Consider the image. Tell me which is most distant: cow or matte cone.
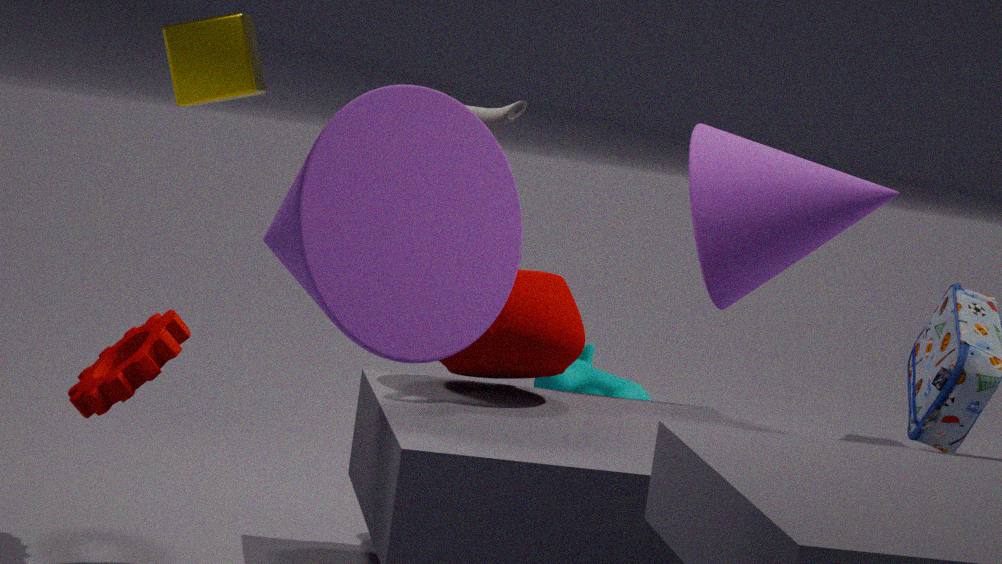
cow
